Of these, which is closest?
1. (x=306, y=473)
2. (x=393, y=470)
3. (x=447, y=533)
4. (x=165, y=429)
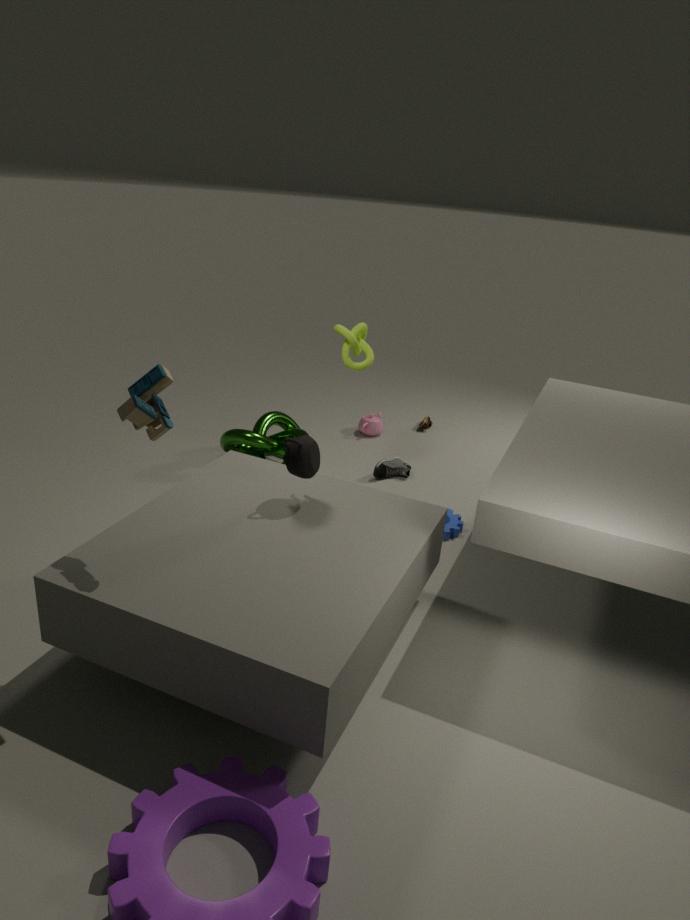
(x=165, y=429)
